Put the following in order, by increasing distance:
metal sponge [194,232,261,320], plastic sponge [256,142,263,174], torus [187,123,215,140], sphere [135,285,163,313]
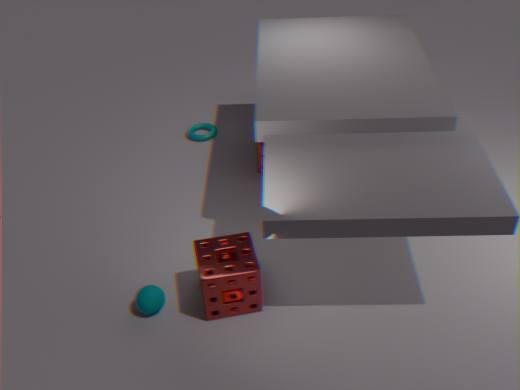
1. metal sponge [194,232,261,320]
2. sphere [135,285,163,313]
3. plastic sponge [256,142,263,174]
4. torus [187,123,215,140]
